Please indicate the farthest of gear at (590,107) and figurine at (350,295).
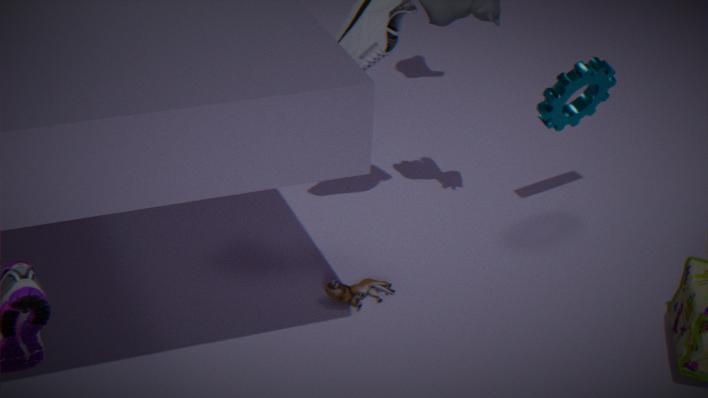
gear at (590,107)
